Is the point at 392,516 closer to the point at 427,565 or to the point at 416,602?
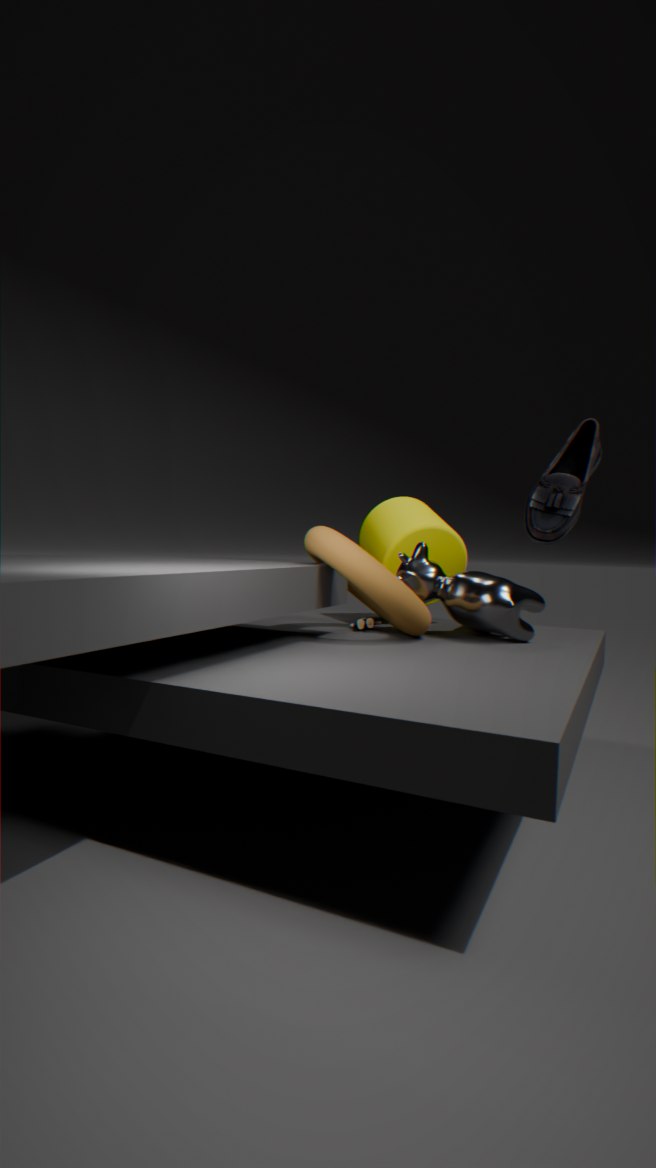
the point at 427,565
